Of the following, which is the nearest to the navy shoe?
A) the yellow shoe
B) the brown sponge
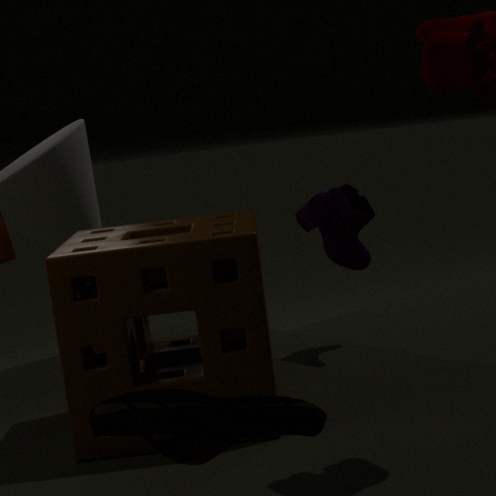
the brown sponge
